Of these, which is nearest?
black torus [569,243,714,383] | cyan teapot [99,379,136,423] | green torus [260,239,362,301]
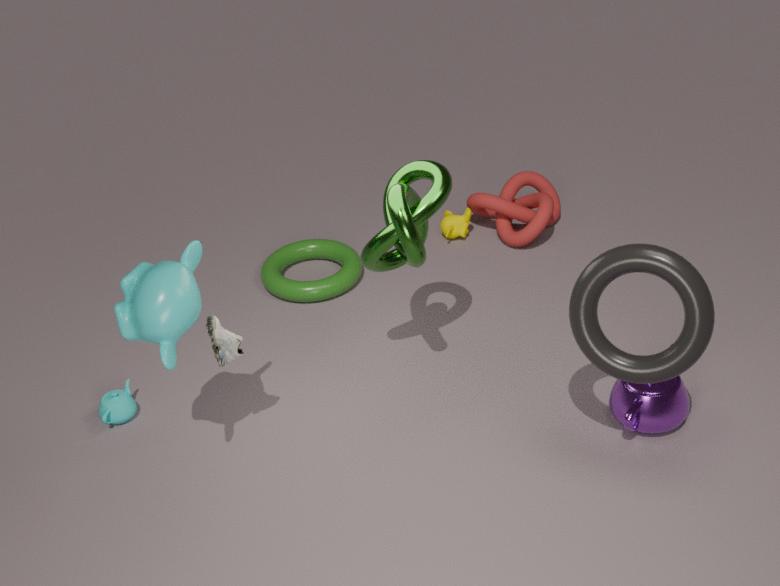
black torus [569,243,714,383]
